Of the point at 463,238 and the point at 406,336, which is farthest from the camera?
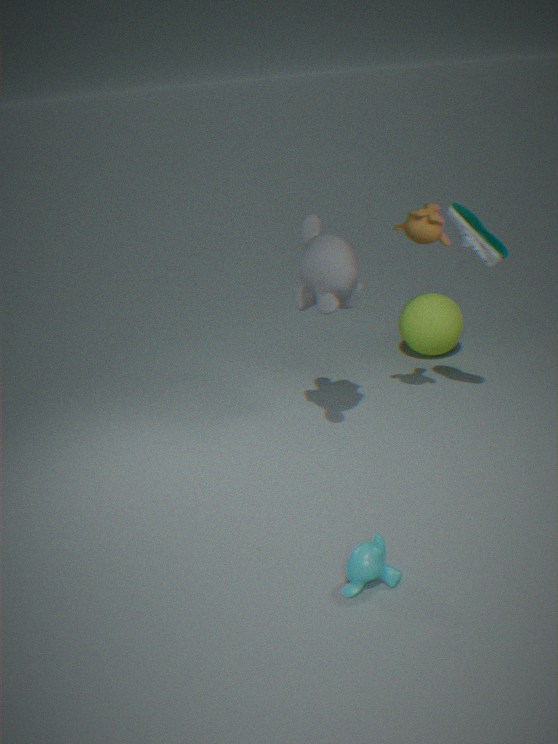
the point at 406,336
